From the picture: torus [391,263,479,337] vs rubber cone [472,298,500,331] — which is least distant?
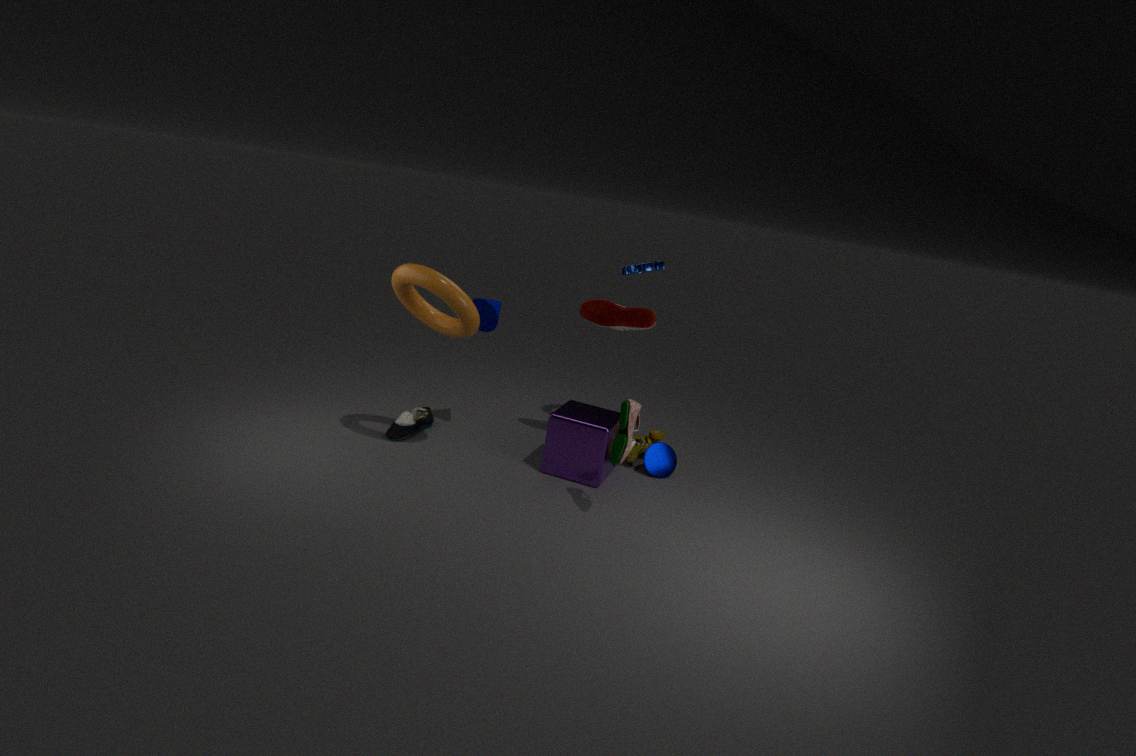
torus [391,263,479,337]
